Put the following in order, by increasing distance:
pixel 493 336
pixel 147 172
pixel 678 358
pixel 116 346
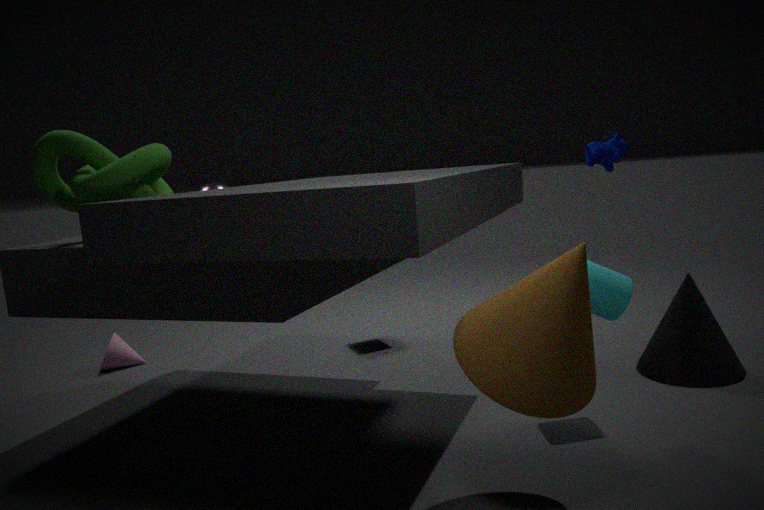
pixel 493 336 → pixel 147 172 → pixel 678 358 → pixel 116 346
